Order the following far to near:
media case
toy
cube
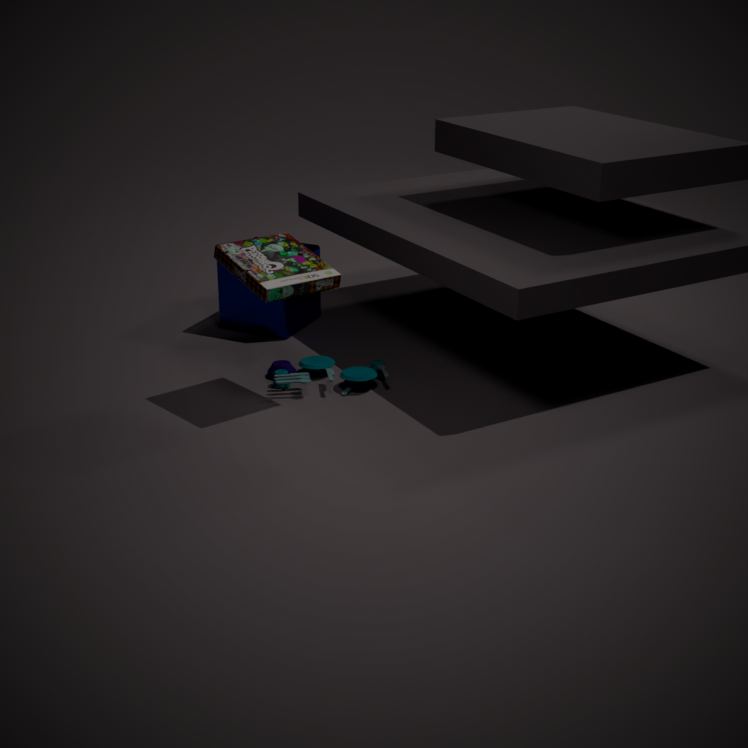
1. cube
2. toy
3. media case
